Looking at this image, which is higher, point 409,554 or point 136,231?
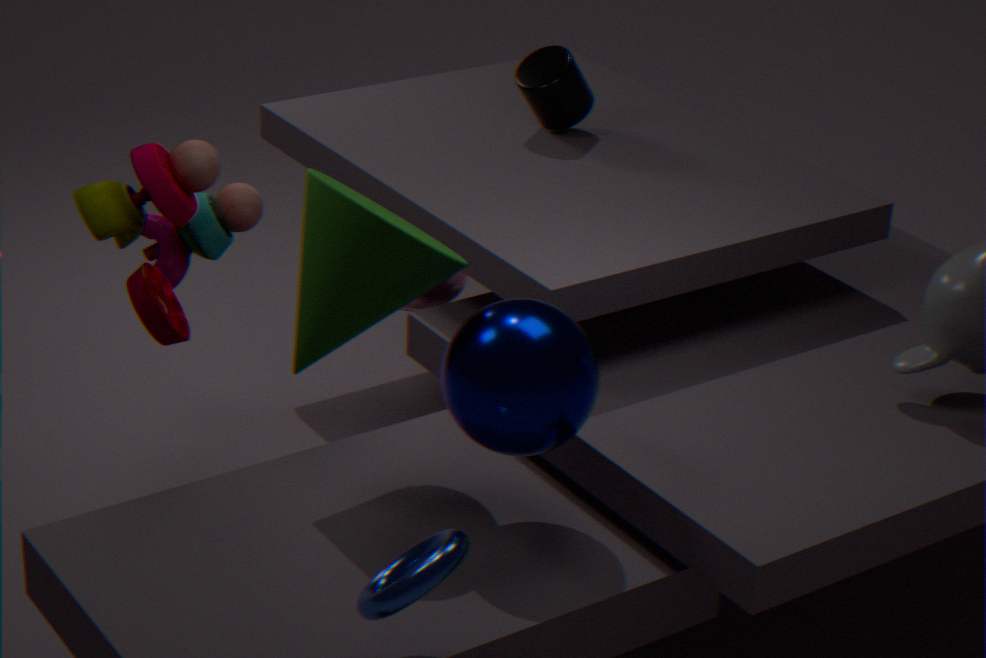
point 136,231
